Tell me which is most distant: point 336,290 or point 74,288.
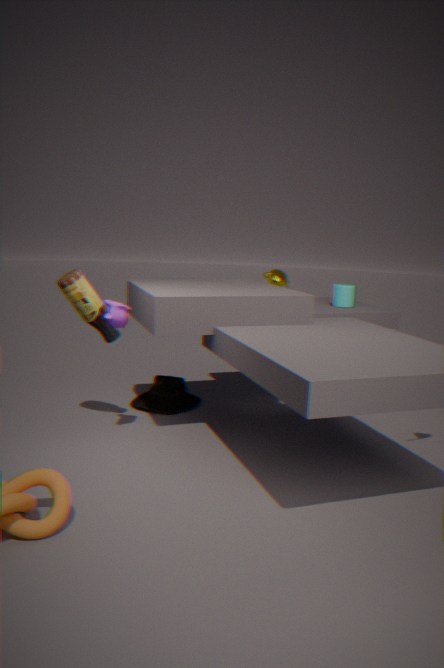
point 336,290
